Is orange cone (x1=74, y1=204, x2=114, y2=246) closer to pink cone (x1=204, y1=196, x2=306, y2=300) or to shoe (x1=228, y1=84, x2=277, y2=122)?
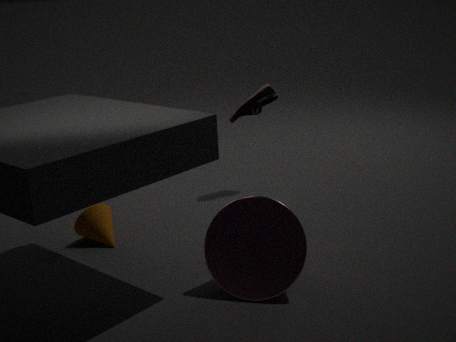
pink cone (x1=204, y1=196, x2=306, y2=300)
